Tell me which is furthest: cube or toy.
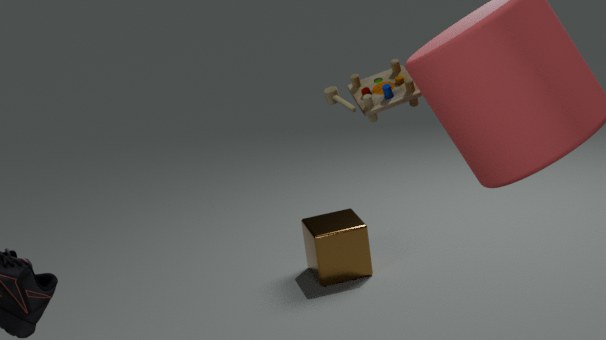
cube
